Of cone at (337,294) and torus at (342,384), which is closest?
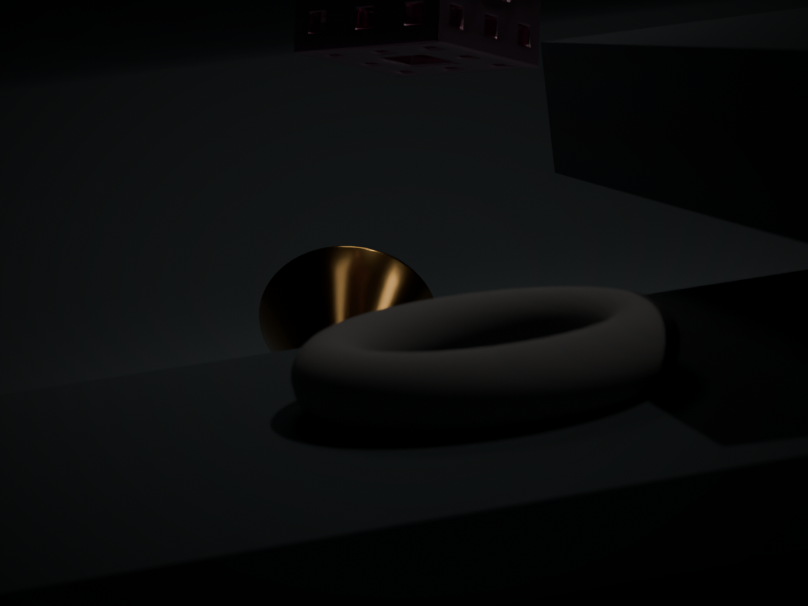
torus at (342,384)
